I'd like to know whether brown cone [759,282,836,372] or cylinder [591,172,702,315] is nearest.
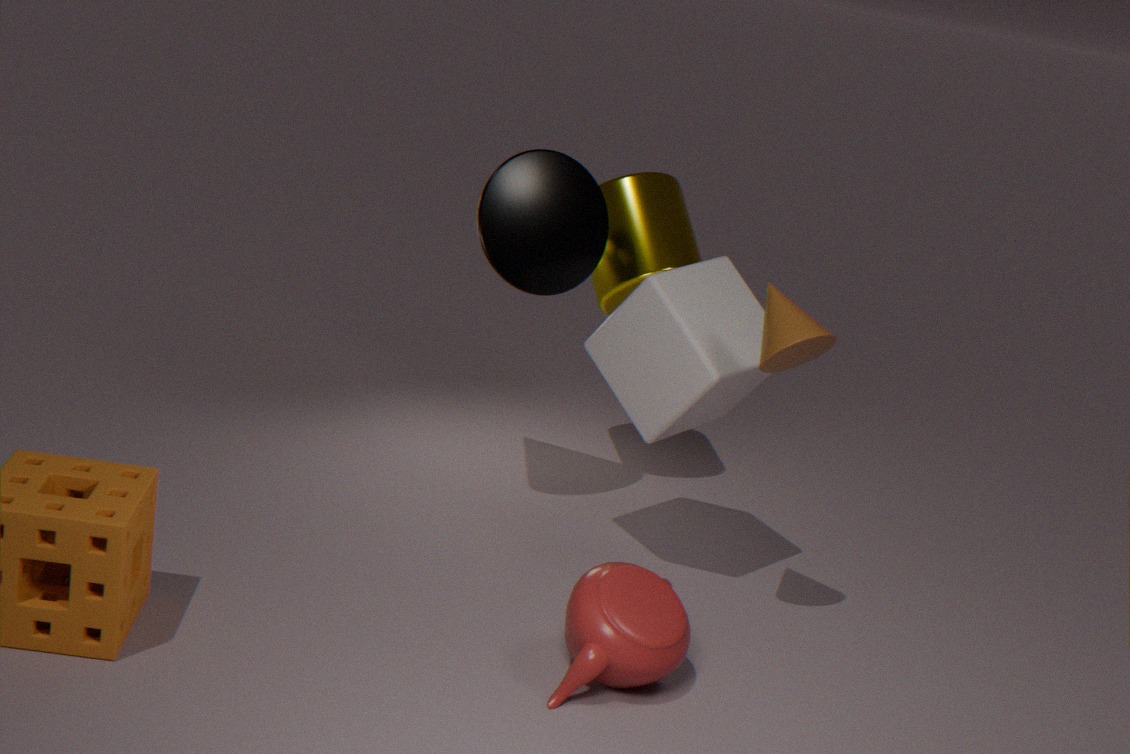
brown cone [759,282,836,372]
